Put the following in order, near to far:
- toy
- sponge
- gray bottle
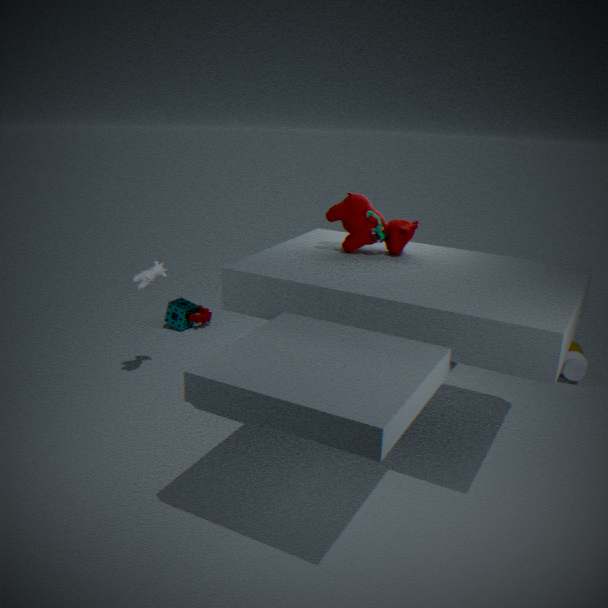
toy
gray bottle
sponge
